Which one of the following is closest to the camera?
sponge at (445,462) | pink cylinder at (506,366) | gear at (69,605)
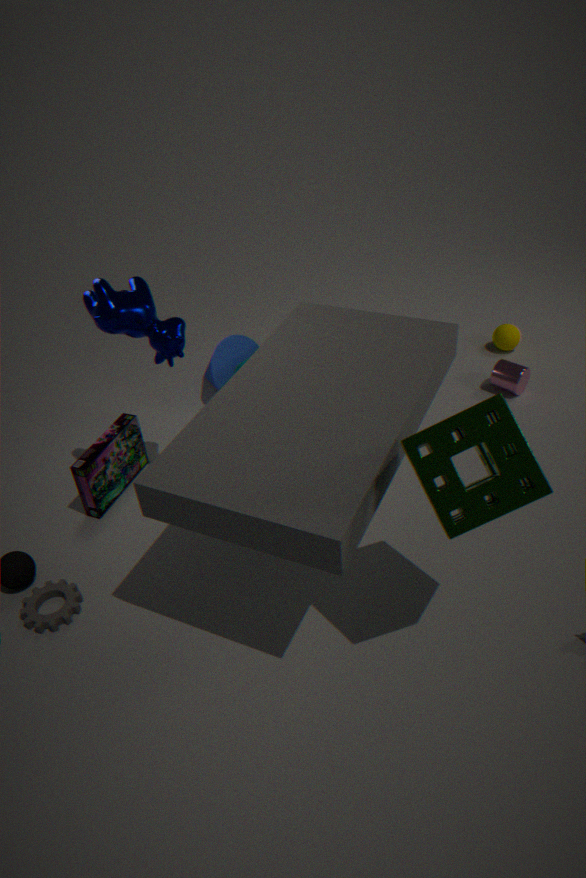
sponge at (445,462)
